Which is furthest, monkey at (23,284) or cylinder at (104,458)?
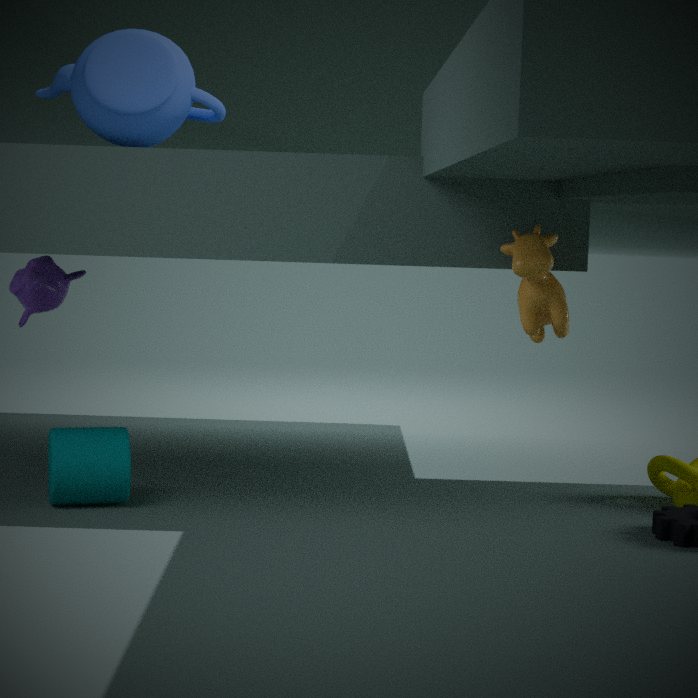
monkey at (23,284)
